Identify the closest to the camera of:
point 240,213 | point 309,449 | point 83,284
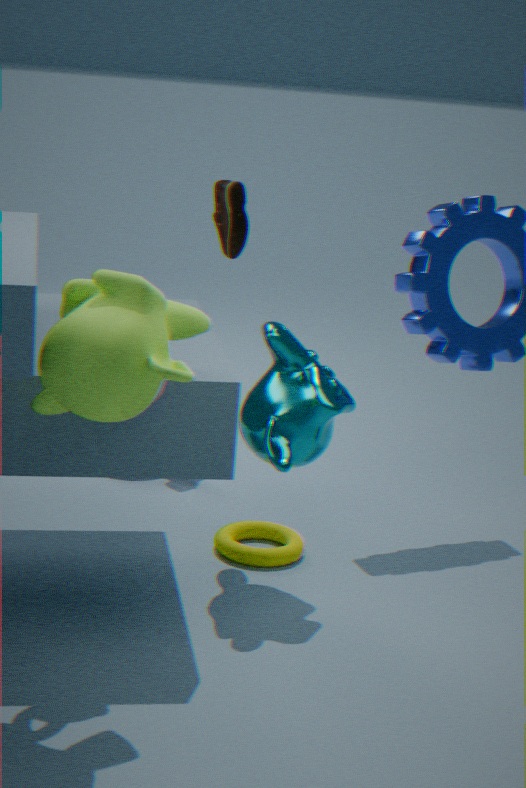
point 83,284
